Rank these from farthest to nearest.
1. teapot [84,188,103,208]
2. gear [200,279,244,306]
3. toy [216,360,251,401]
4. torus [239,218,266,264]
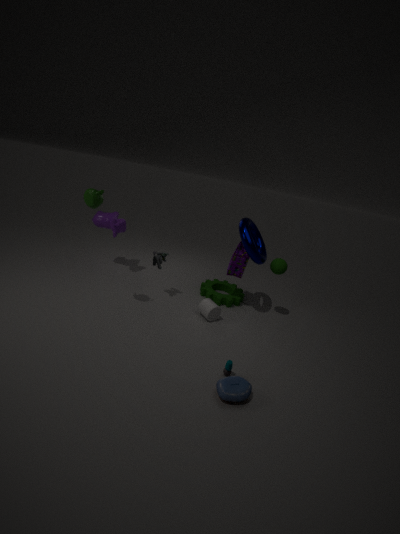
1. gear [200,279,244,306]
2. torus [239,218,266,264]
3. teapot [84,188,103,208]
4. toy [216,360,251,401]
